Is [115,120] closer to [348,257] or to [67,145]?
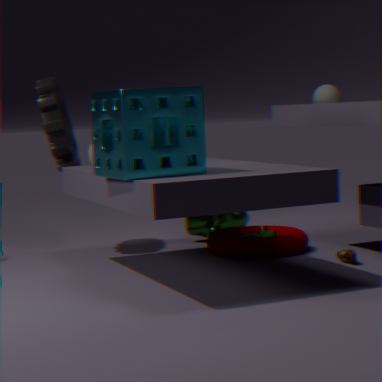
[348,257]
